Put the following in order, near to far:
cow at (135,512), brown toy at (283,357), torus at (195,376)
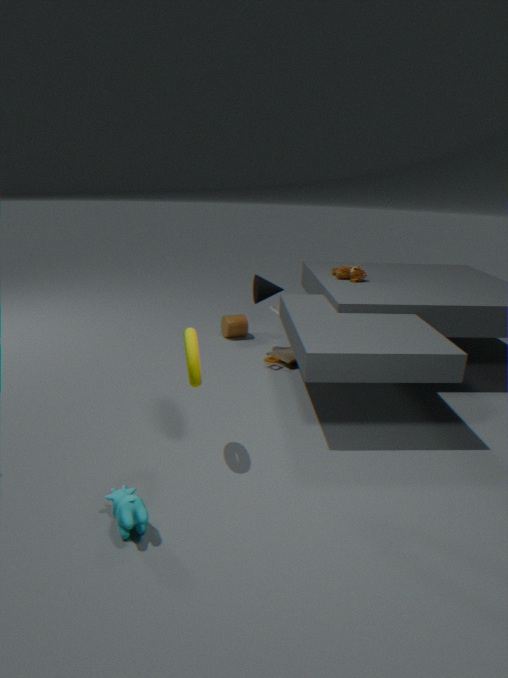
cow at (135,512) → torus at (195,376) → brown toy at (283,357)
